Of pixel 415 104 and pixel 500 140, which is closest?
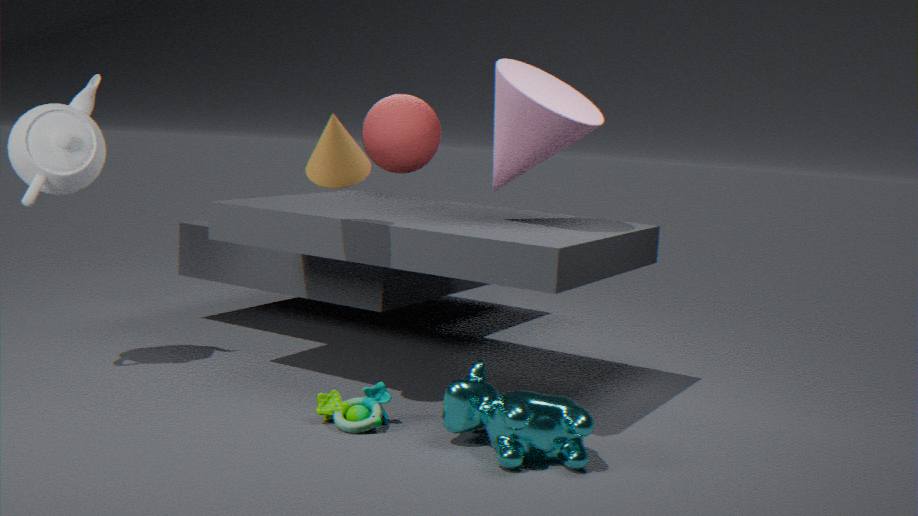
pixel 500 140
